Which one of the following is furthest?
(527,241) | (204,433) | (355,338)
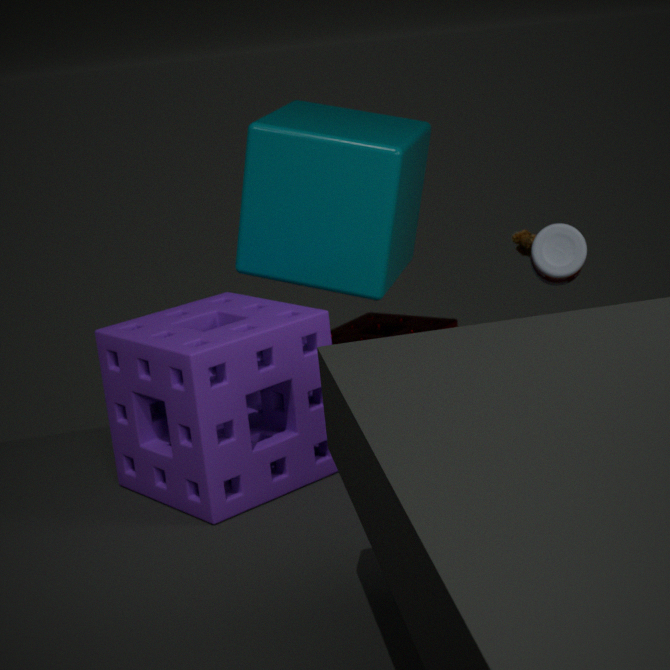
(355,338)
